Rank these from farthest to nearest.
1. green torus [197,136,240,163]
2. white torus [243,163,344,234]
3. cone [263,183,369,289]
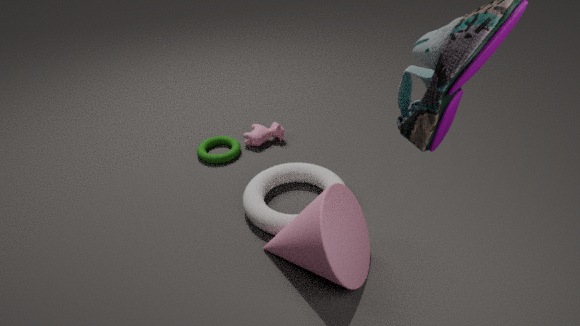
green torus [197,136,240,163] → white torus [243,163,344,234] → cone [263,183,369,289]
